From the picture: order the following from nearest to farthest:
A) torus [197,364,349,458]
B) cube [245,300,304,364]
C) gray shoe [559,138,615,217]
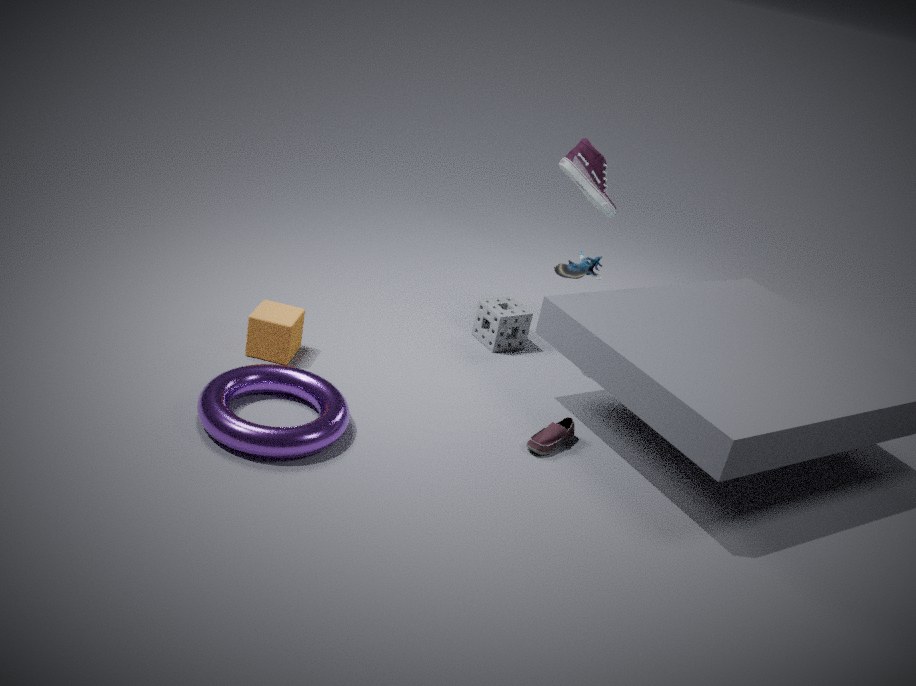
torus [197,364,349,458] < cube [245,300,304,364] < gray shoe [559,138,615,217]
